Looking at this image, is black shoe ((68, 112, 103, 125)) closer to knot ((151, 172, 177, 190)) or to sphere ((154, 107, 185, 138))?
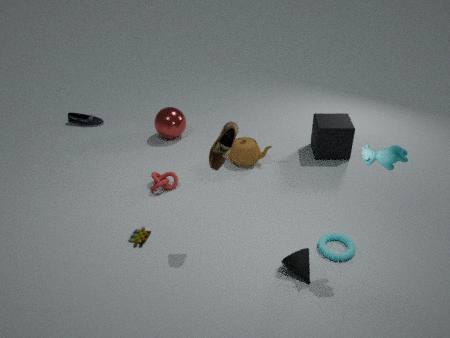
sphere ((154, 107, 185, 138))
